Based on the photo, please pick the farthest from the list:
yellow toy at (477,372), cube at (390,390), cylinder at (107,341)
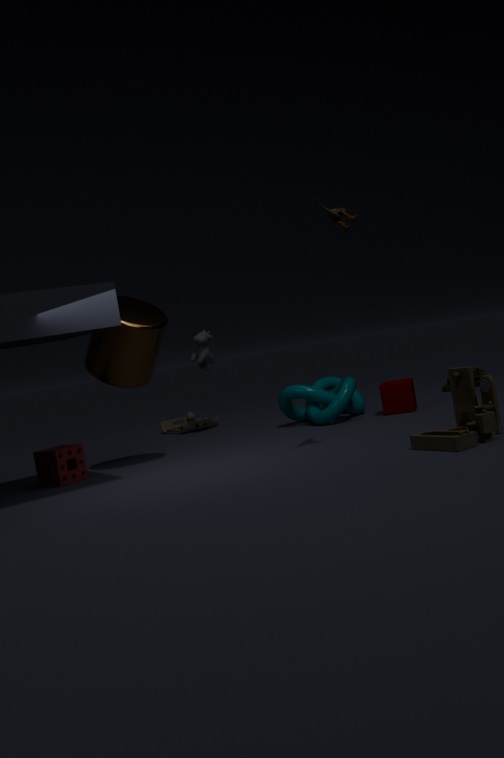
yellow toy at (477,372)
